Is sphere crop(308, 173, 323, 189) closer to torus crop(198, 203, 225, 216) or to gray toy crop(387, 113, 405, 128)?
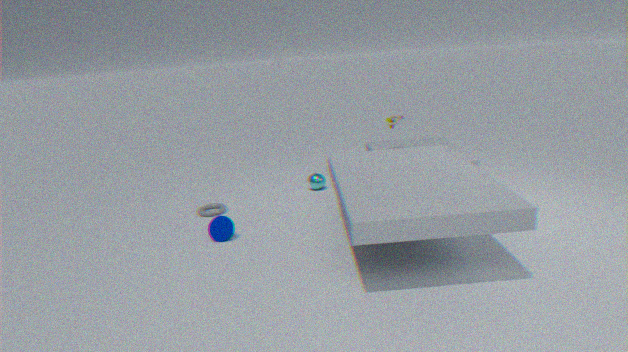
gray toy crop(387, 113, 405, 128)
